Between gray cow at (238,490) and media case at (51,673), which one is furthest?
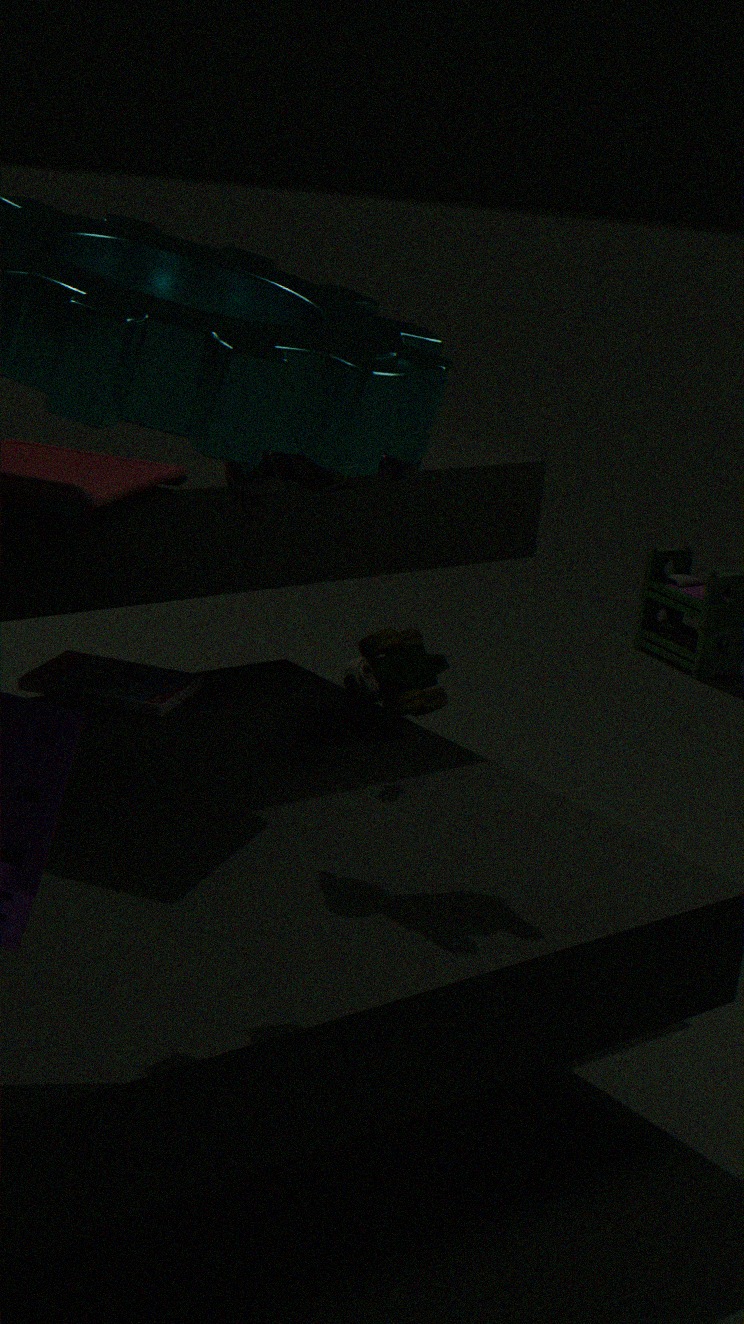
media case at (51,673)
